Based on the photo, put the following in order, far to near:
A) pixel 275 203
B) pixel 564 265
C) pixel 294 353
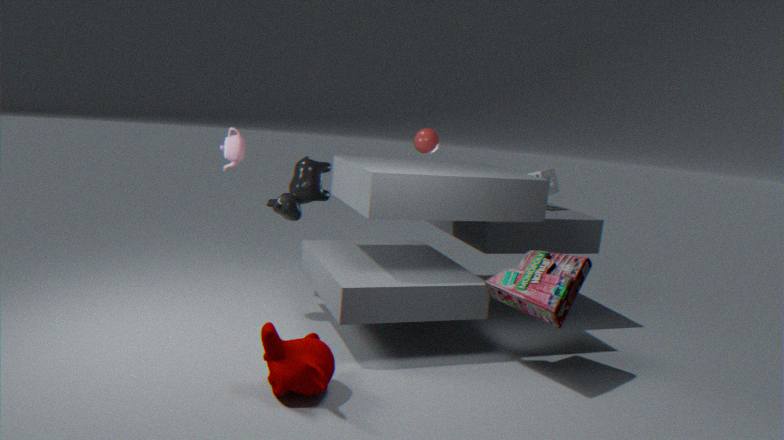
pixel 275 203 < pixel 564 265 < pixel 294 353
